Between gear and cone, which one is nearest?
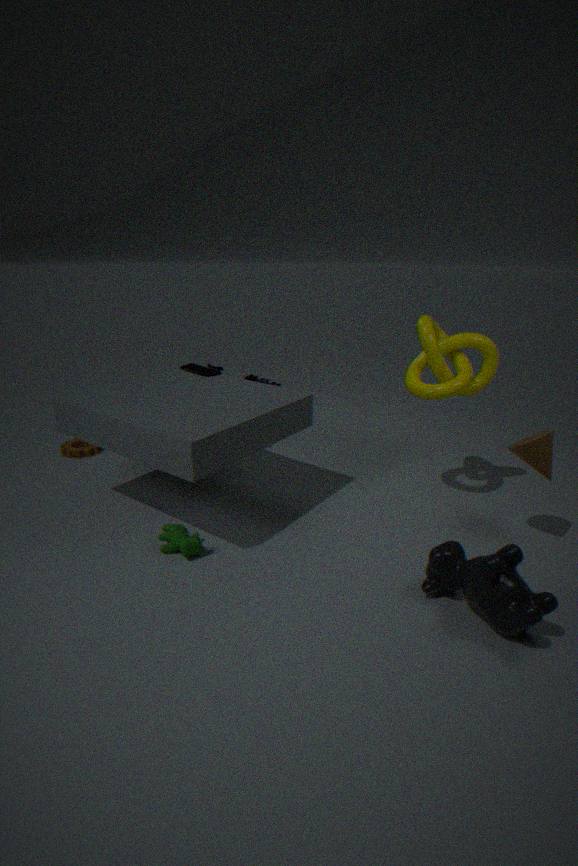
cone
